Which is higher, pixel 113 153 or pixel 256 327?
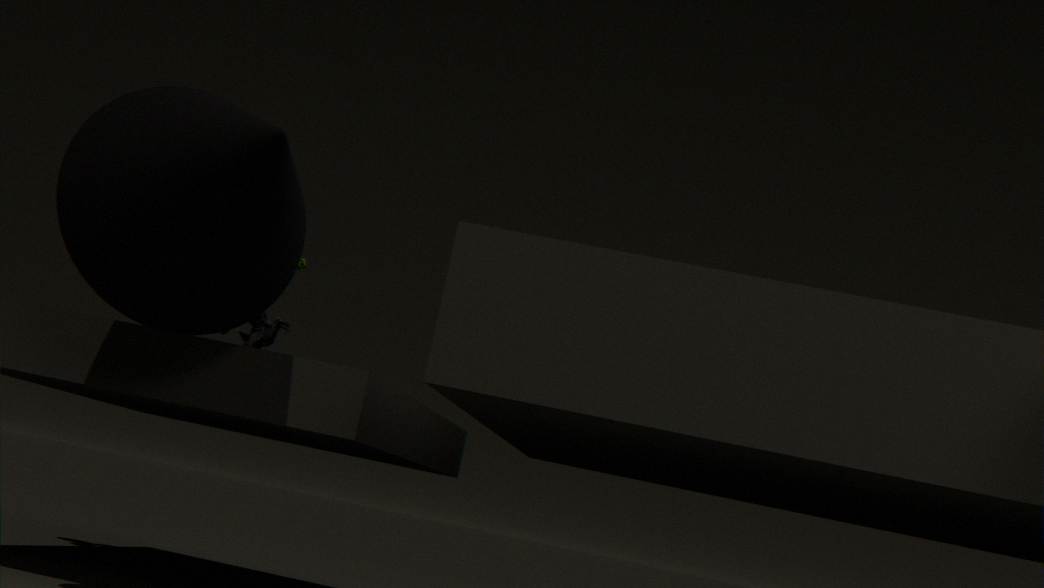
pixel 113 153
